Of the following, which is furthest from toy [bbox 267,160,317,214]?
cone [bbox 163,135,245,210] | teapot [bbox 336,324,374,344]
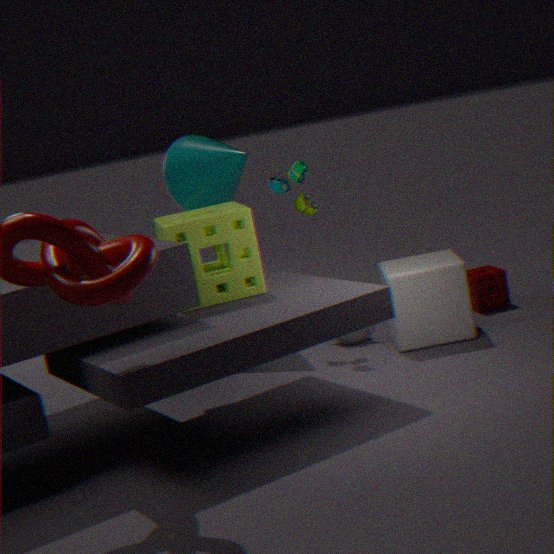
teapot [bbox 336,324,374,344]
